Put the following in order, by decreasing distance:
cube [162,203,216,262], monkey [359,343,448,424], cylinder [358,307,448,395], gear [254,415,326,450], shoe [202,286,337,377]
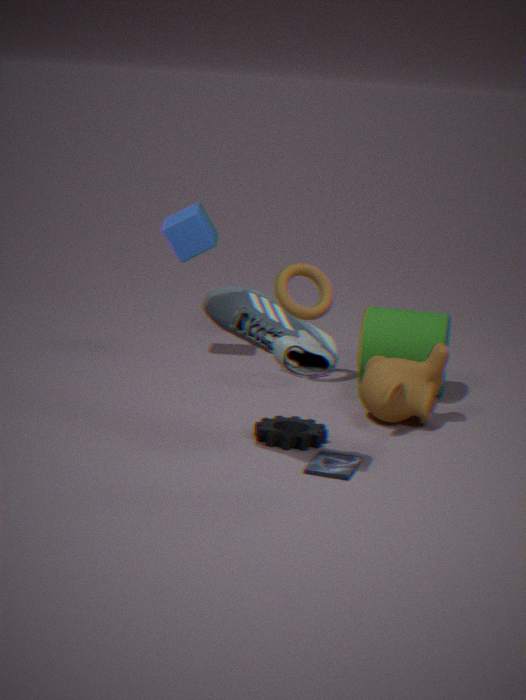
cube [162,203,216,262] → cylinder [358,307,448,395] → monkey [359,343,448,424] → gear [254,415,326,450] → shoe [202,286,337,377]
